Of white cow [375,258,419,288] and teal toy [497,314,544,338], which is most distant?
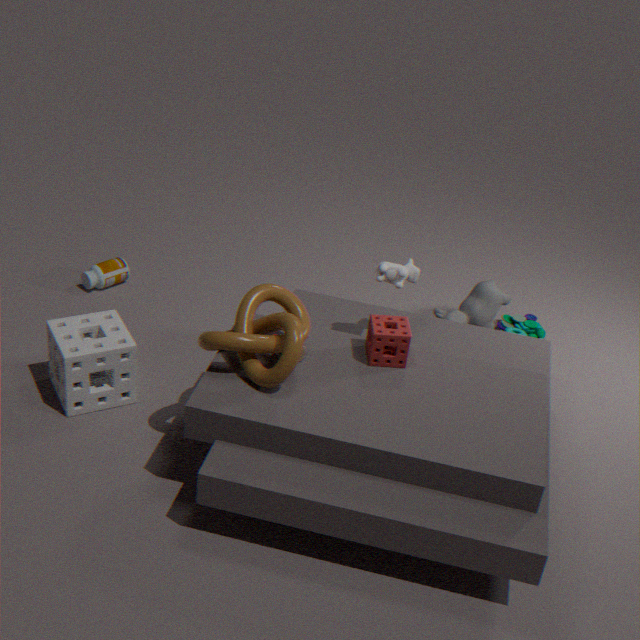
teal toy [497,314,544,338]
